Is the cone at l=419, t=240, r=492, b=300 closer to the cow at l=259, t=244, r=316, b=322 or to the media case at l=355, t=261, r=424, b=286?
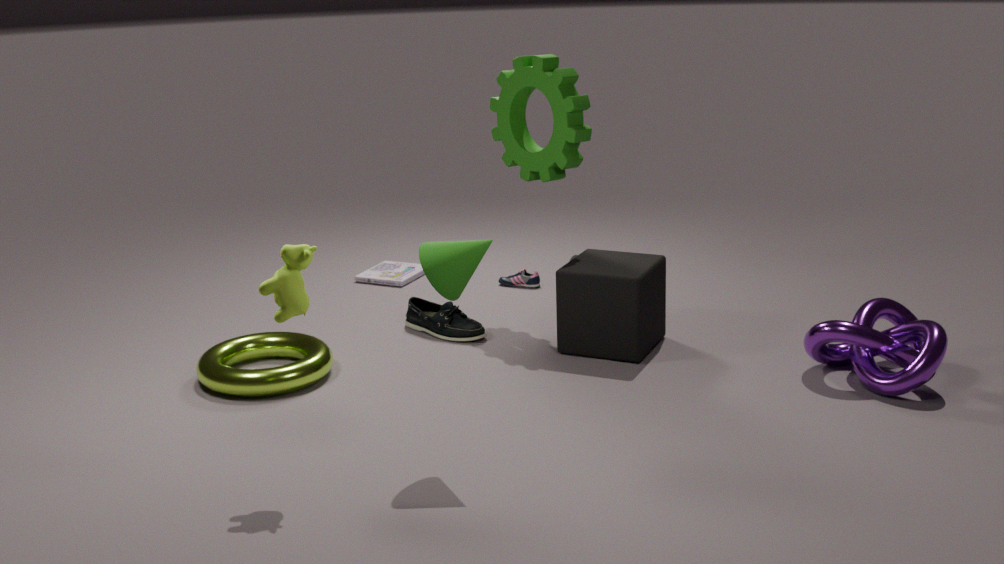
the cow at l=259, t=244, r=316, b=322
